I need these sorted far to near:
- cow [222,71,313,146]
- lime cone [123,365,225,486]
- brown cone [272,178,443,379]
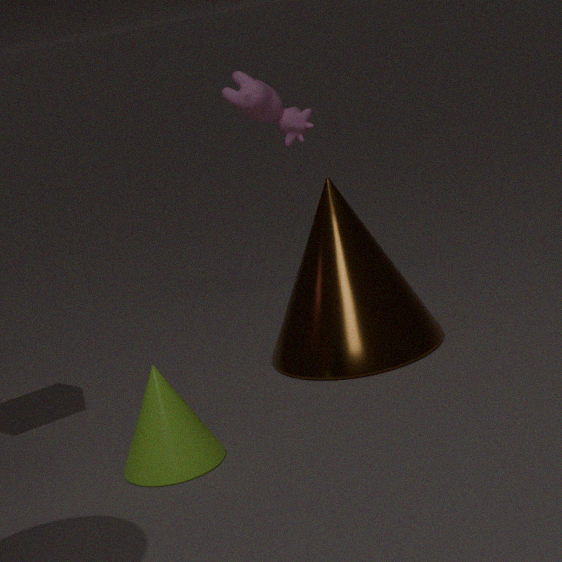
cow [222,71,313,146]
brown cone [272,178,443,379]
lime cone [123,365,225,486]
